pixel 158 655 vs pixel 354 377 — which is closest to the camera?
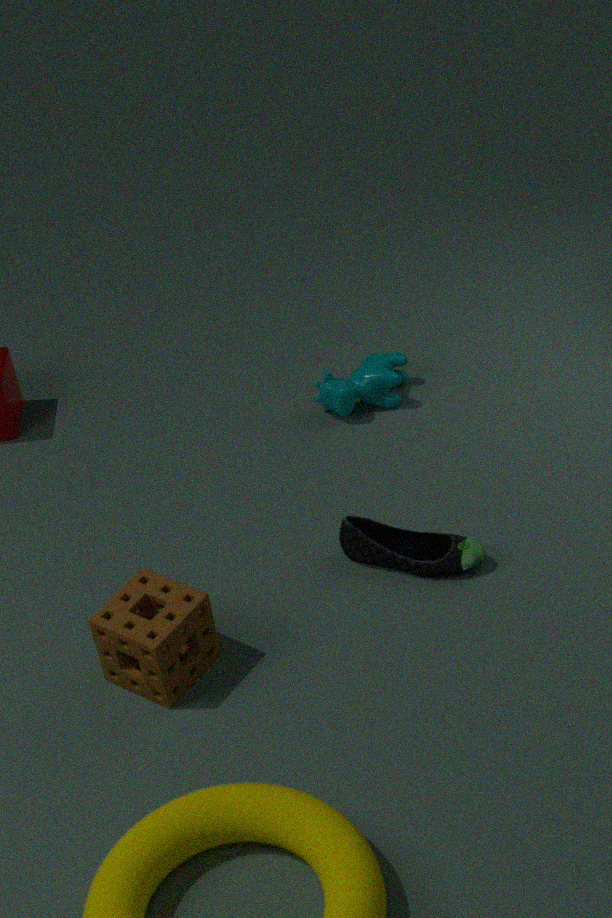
pixel 158 655
